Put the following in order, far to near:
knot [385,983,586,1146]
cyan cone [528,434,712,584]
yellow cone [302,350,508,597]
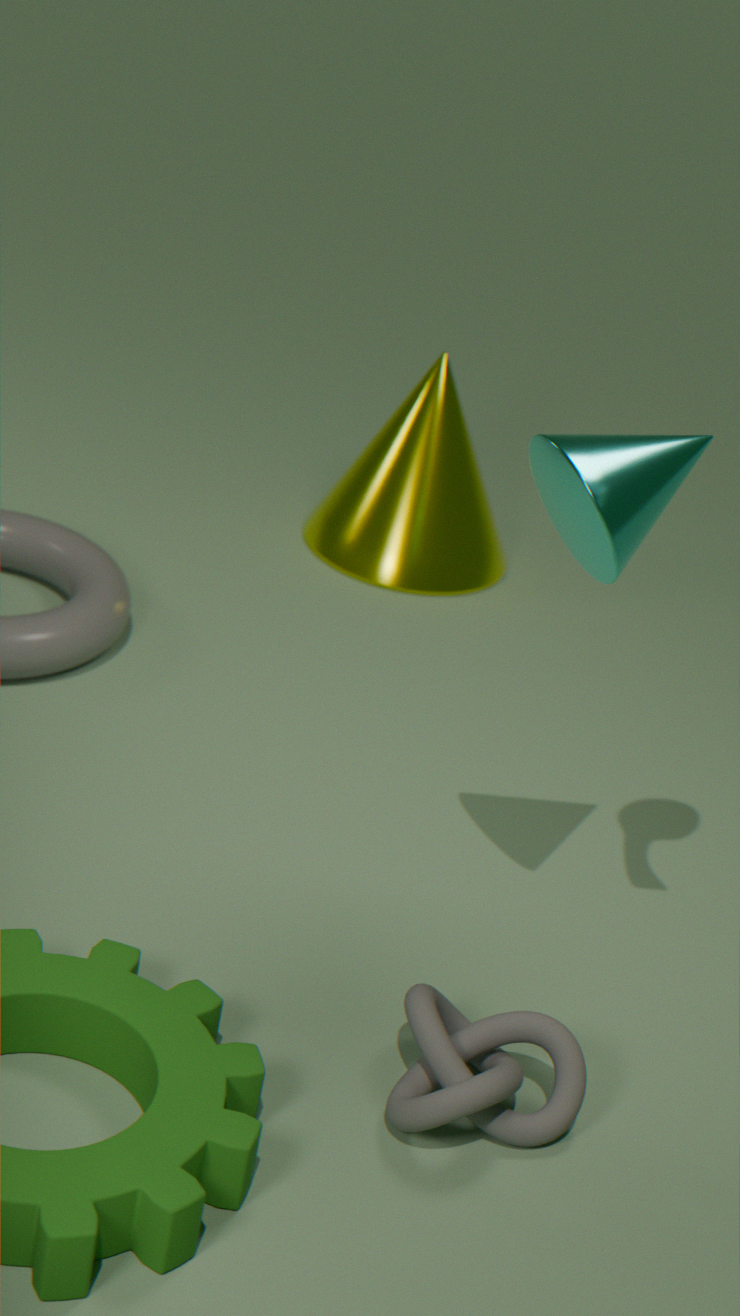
1. yellow cone [302,350,508,597]
2. cyan cone [528,434,712,584]
3. knot [385,983,586,1146]
